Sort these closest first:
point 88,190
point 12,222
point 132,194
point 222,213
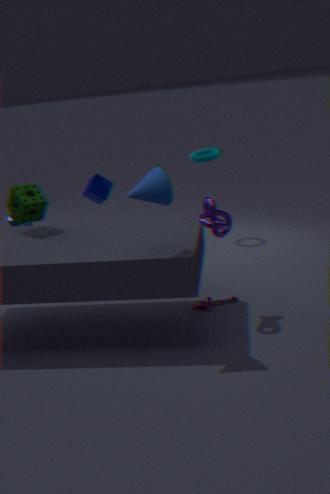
point 132,194 → point 222,213 → point 12,222 → point 88,190
